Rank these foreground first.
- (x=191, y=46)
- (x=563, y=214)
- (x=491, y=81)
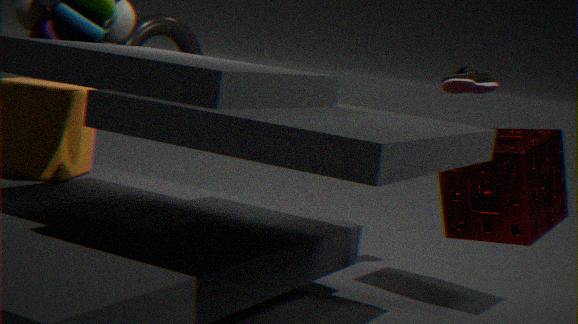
(x=563, y=214) < (x=491, y=81) < (x=191, y=46)
